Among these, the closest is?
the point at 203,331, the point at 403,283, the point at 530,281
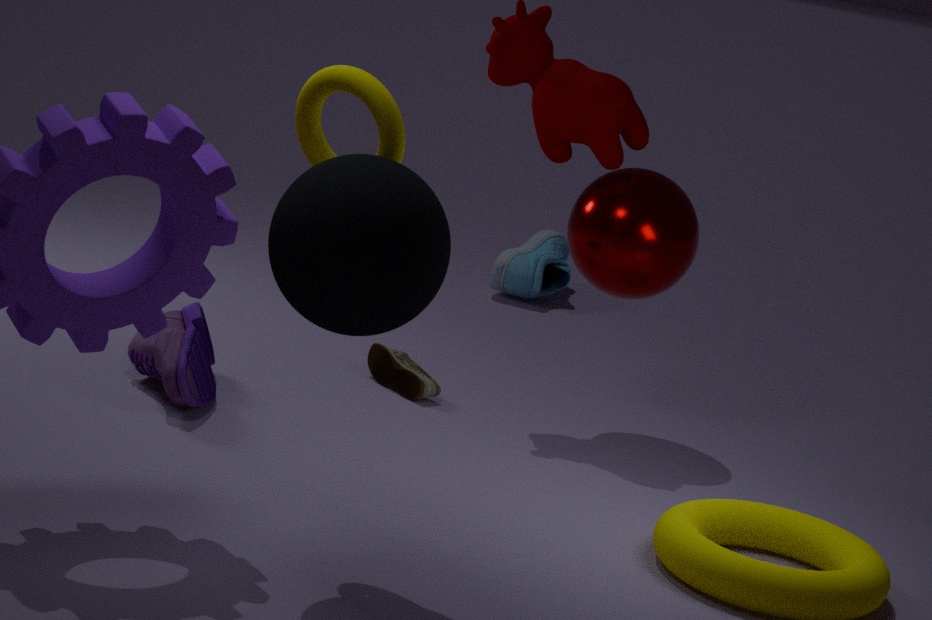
the point at 403,283
